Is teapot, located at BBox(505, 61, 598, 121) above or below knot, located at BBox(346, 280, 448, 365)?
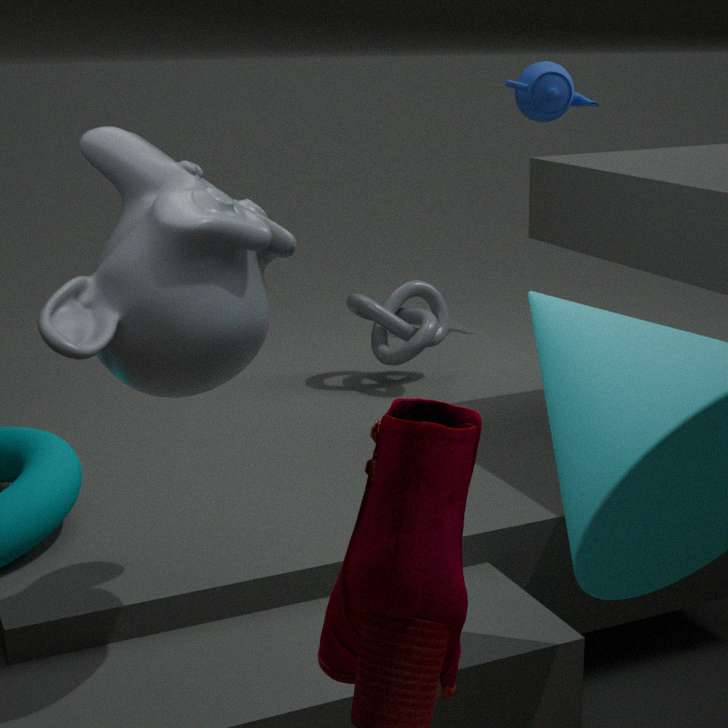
above
